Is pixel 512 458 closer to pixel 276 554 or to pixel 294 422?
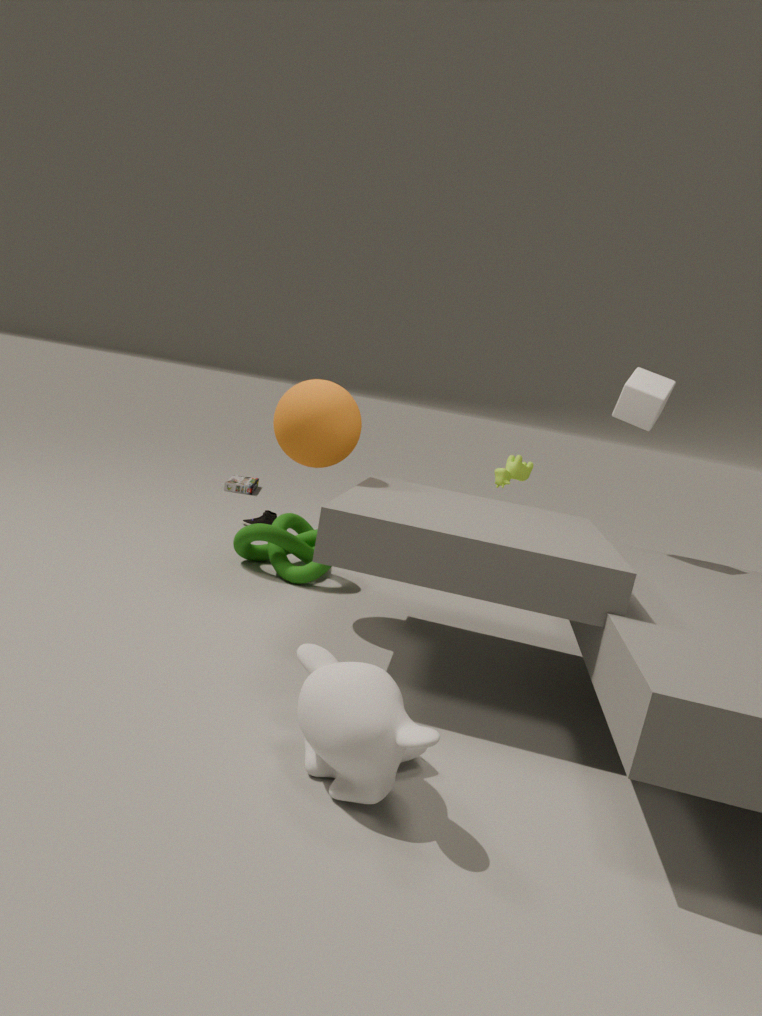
pixel 276 554
